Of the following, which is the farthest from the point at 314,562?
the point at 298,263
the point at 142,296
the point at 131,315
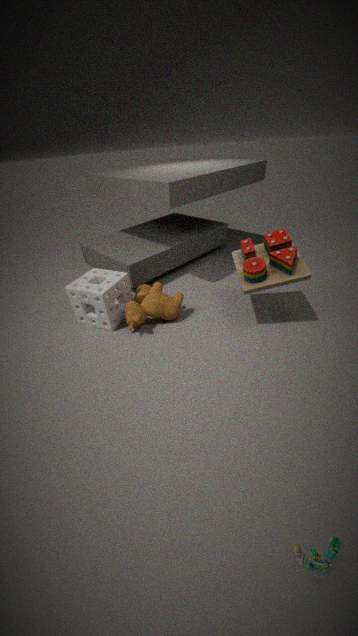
the point at 142,296
